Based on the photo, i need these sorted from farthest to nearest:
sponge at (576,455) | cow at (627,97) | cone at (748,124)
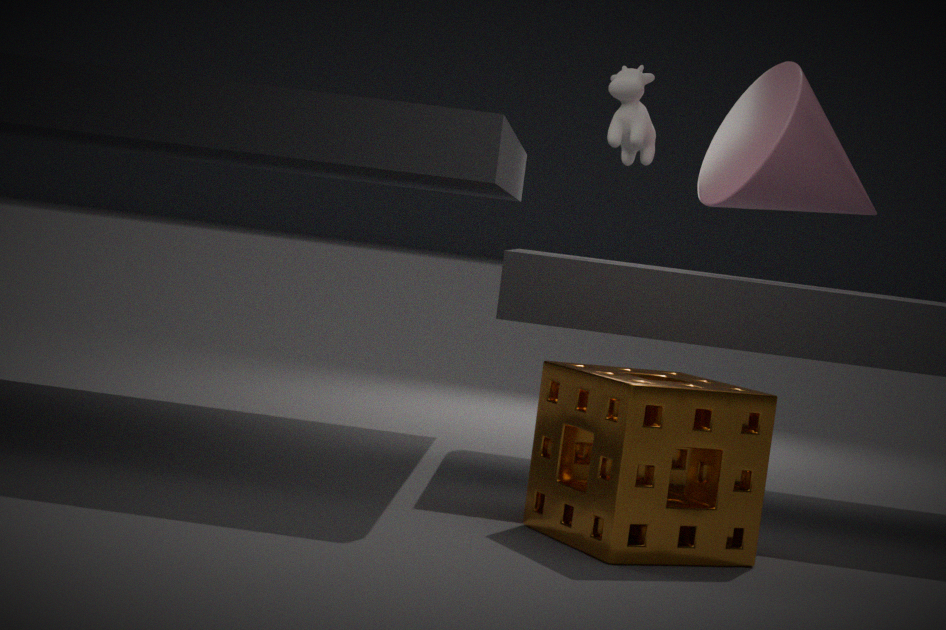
cow at (627,97) → cone at (748,124) → sponge at (576,455)
